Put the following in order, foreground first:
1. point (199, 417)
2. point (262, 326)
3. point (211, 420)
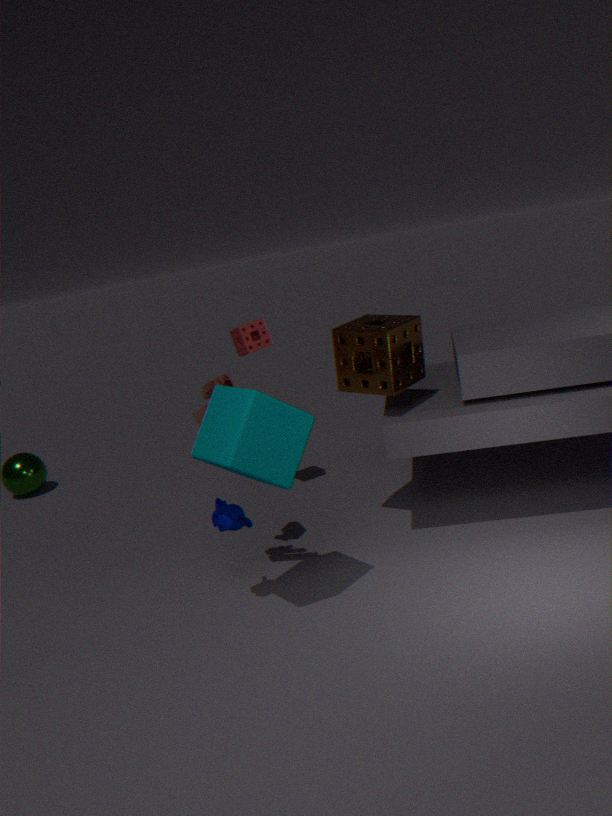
1. point (211, 420)
2. point (199, 417)
3. point (262, 326)
